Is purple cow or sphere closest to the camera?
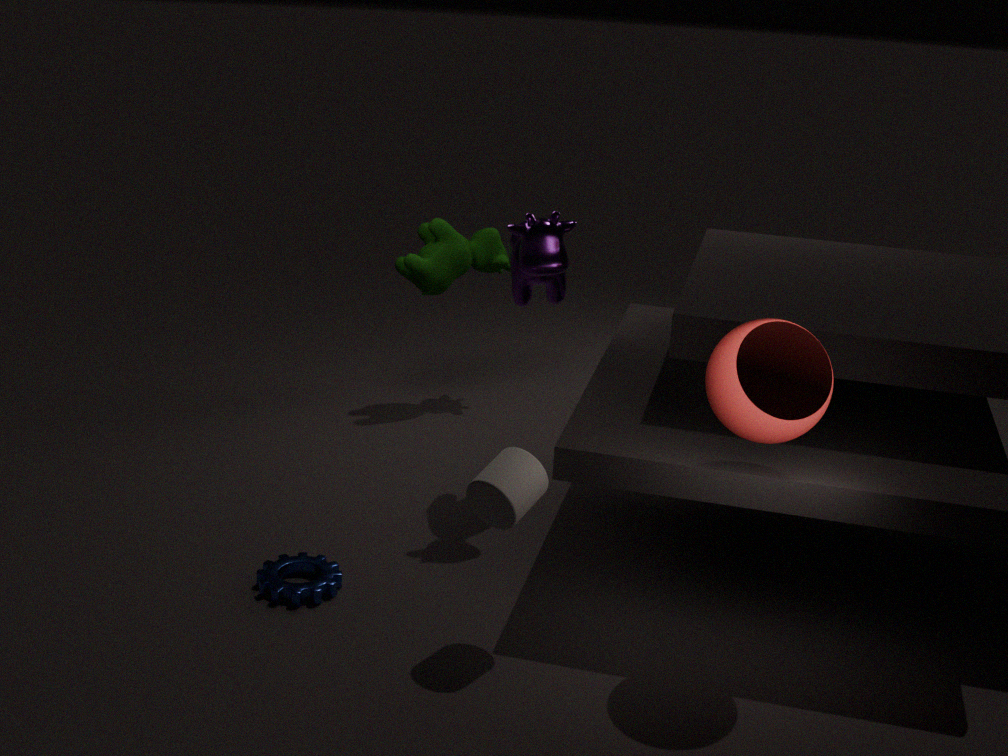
sphere
